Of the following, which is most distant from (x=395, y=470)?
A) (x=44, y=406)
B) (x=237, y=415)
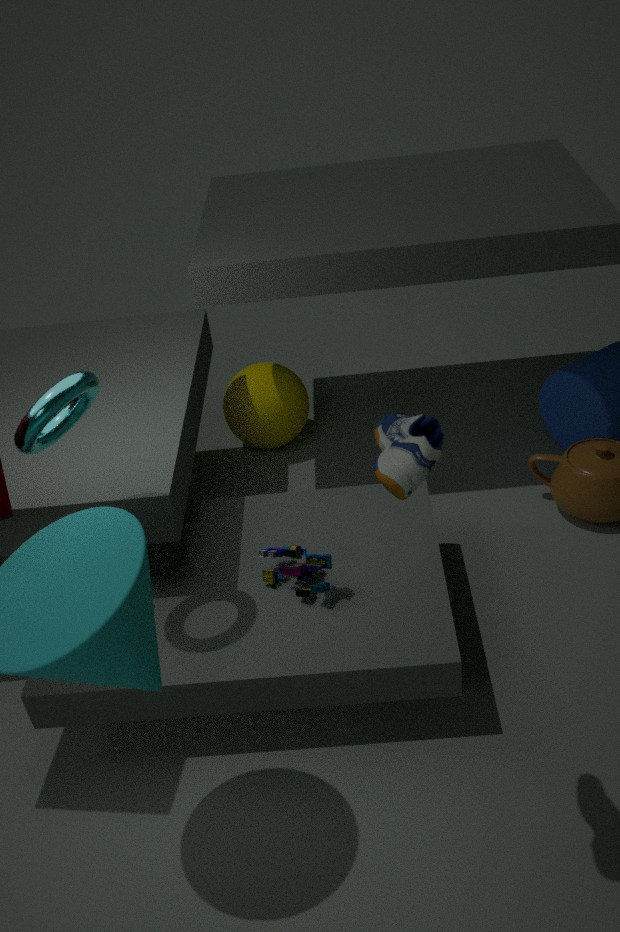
(x=237, y=415)
